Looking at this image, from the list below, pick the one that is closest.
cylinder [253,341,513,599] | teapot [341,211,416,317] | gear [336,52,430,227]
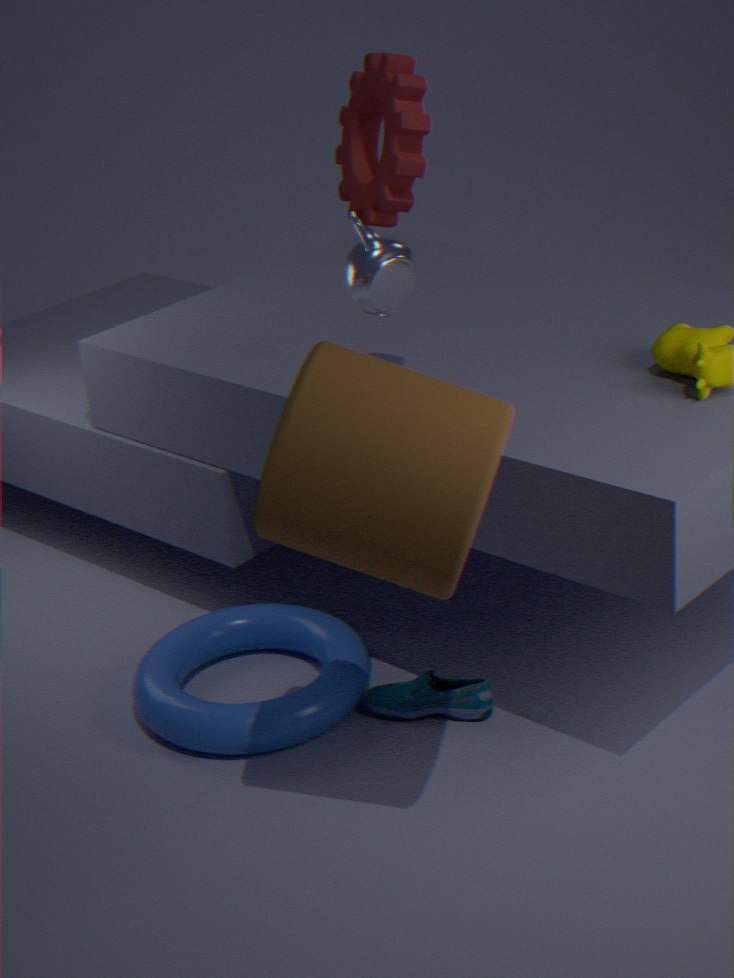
cylinder [253,341,513,599]
